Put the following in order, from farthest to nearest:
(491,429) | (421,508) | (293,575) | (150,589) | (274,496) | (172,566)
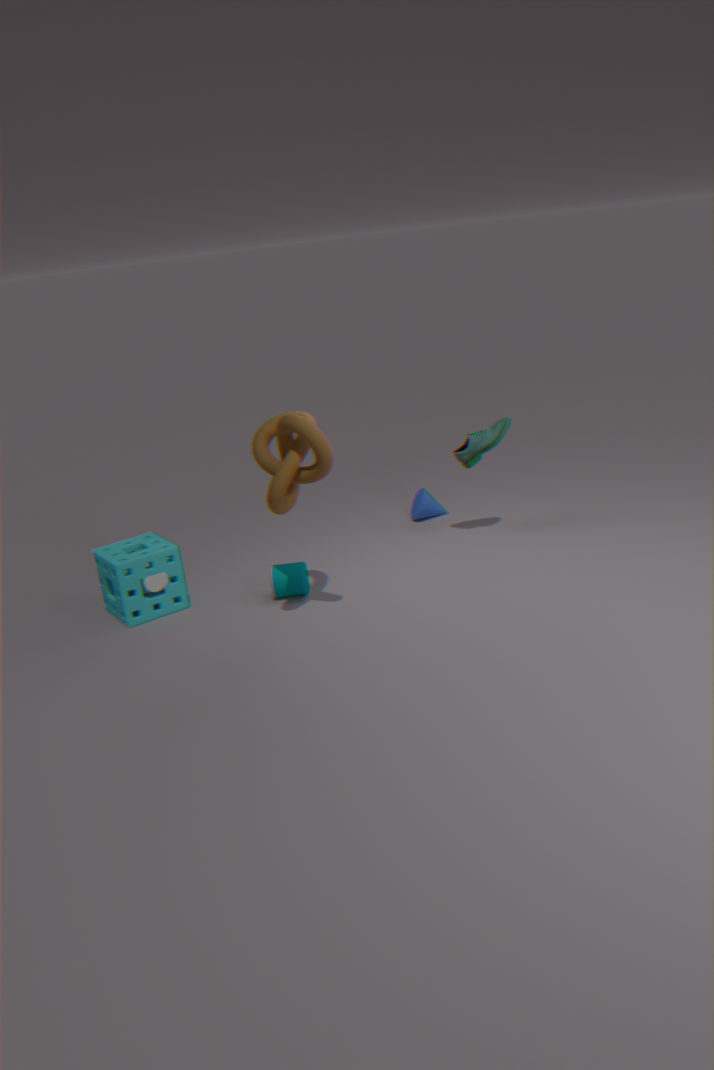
(421,508) < (491,429) < (172,566) < (293,575) < (150,589) < (274,496)
